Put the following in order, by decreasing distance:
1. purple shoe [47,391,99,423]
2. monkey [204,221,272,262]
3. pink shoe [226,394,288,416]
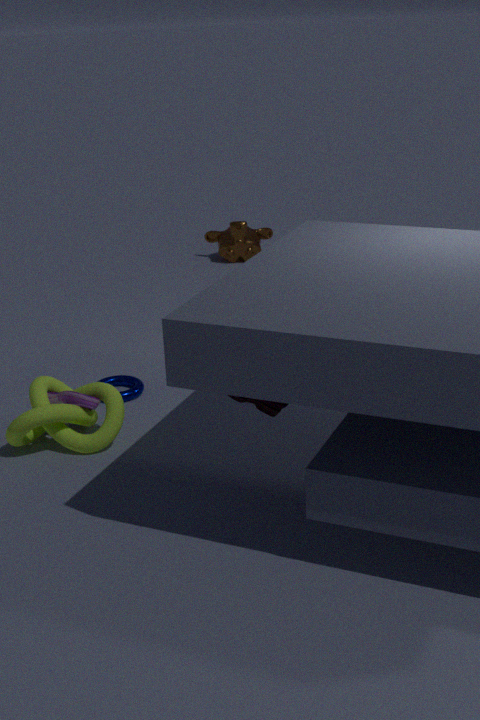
monkey [204,221,272,262], purple shoe [47,391,99,423], pink shoe [226,394,288,416]
